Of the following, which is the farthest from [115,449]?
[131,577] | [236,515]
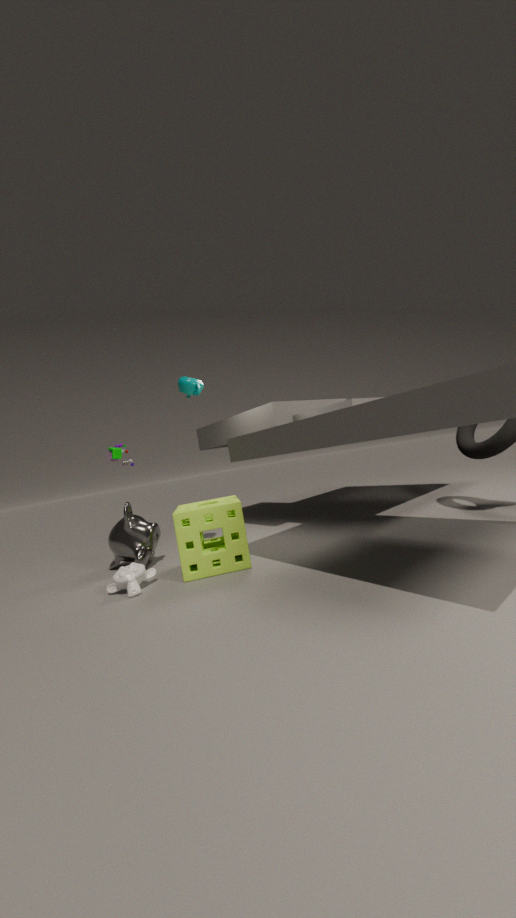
[236,515]
